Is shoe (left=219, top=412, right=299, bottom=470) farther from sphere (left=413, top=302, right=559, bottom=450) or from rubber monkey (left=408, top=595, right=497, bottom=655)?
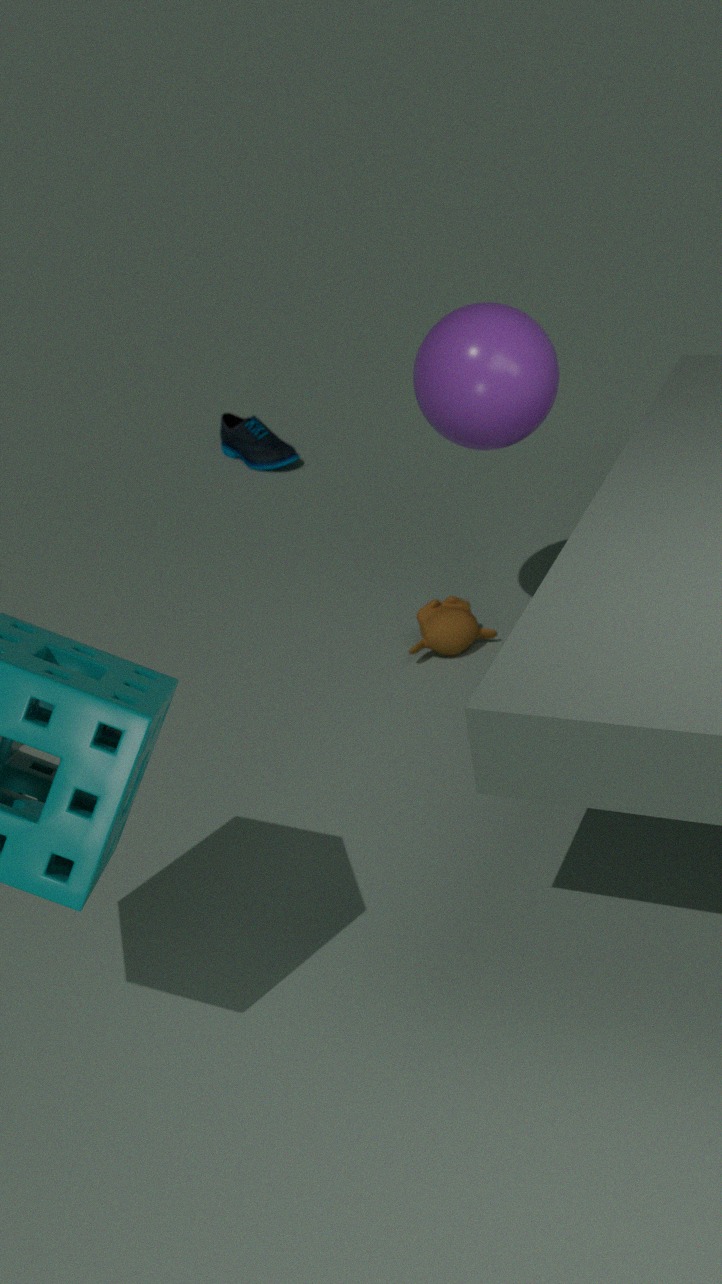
sphere (left=413, top=302, right=559, bottom=450)
